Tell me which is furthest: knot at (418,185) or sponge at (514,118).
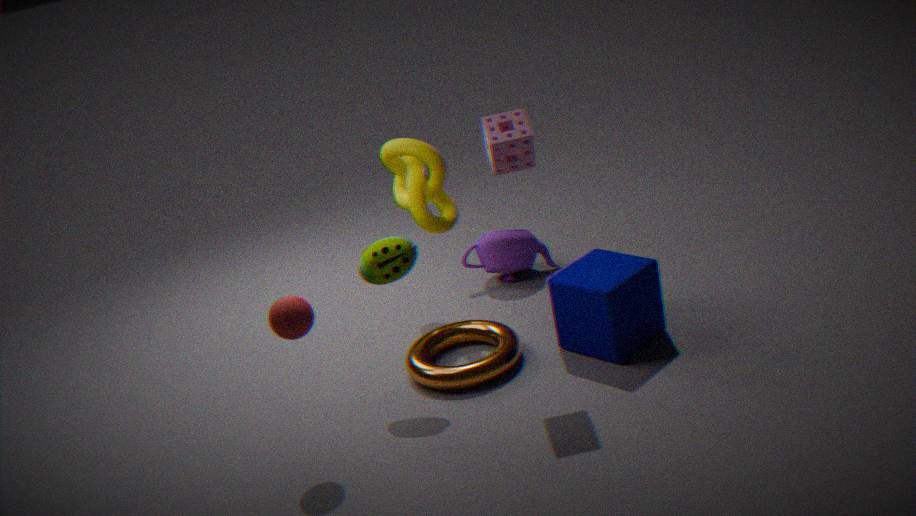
knot at (418,185)
